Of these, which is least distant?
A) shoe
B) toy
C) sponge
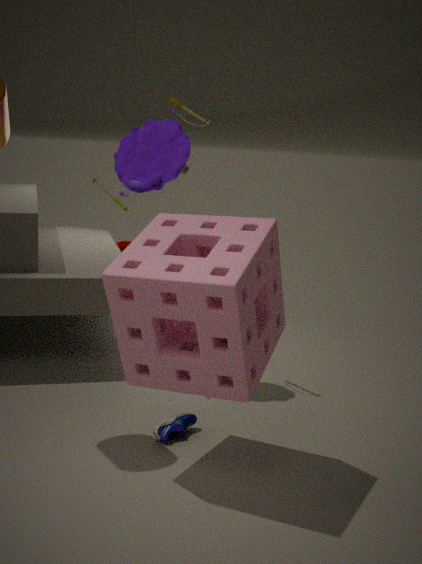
sponge
